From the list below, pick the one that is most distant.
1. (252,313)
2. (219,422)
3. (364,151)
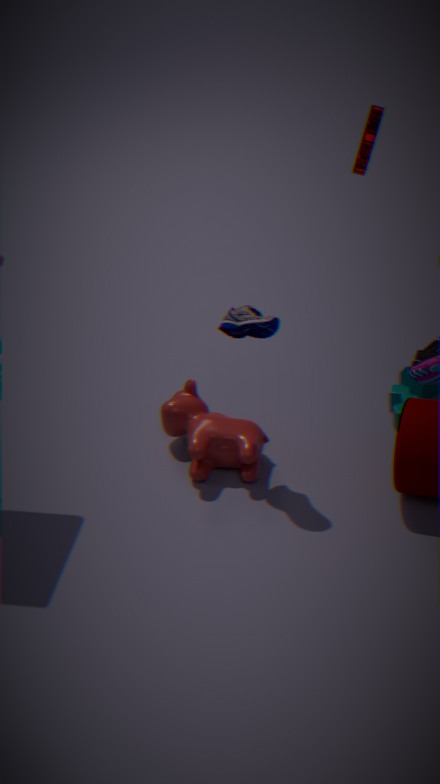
(219,422)
